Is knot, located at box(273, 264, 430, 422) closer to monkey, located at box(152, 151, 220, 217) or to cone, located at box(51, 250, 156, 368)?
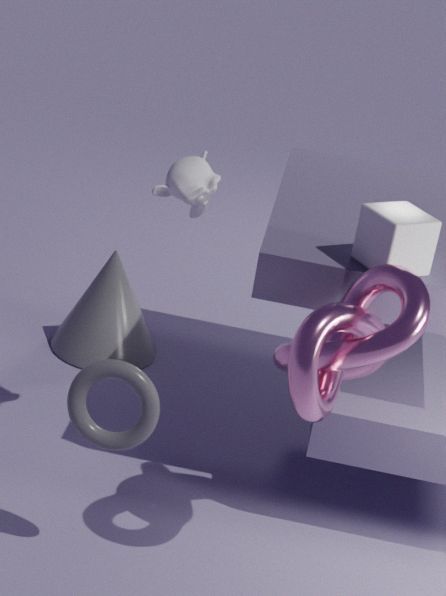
monkey, located at box(152, 151, 220, 217)
